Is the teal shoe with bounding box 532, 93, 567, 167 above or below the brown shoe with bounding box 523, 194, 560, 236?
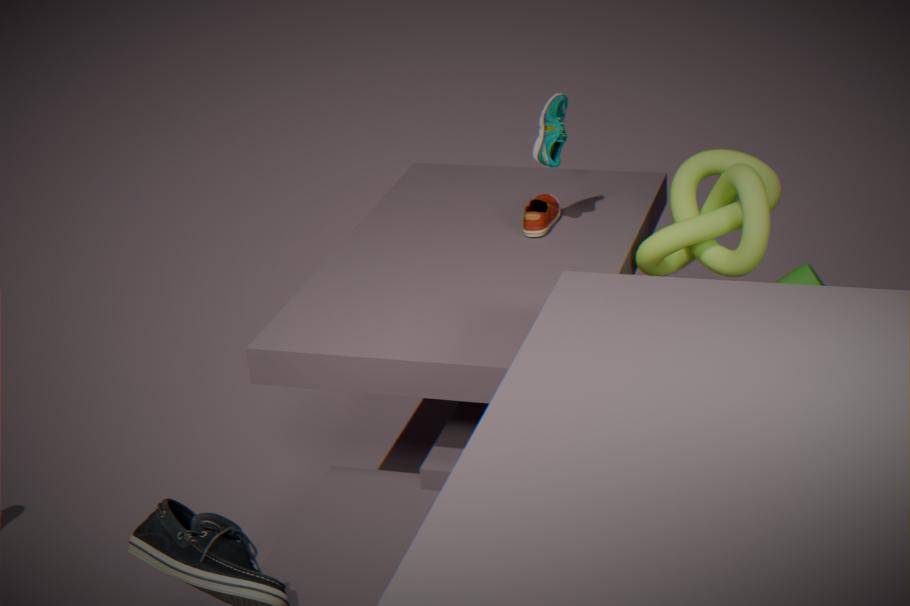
above
